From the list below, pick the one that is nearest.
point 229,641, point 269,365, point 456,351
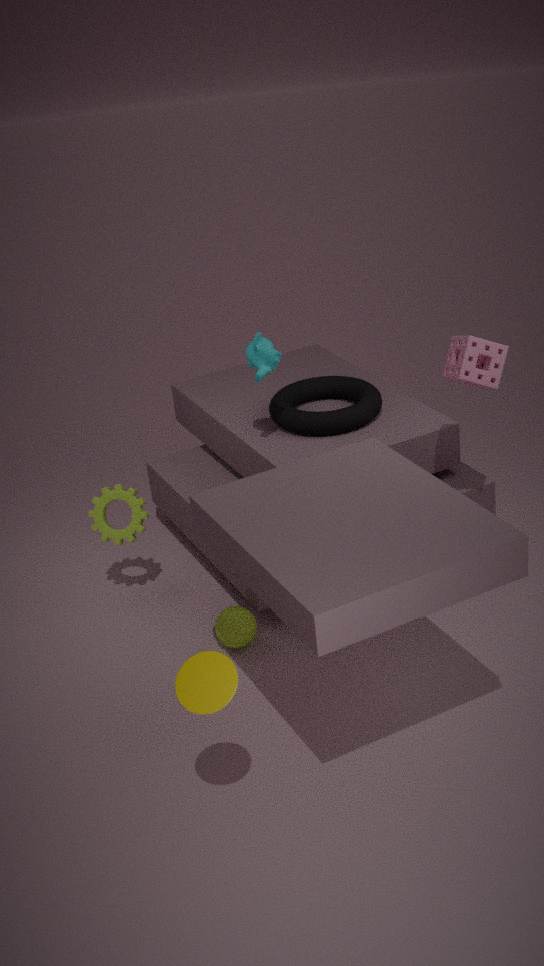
point 456,351
